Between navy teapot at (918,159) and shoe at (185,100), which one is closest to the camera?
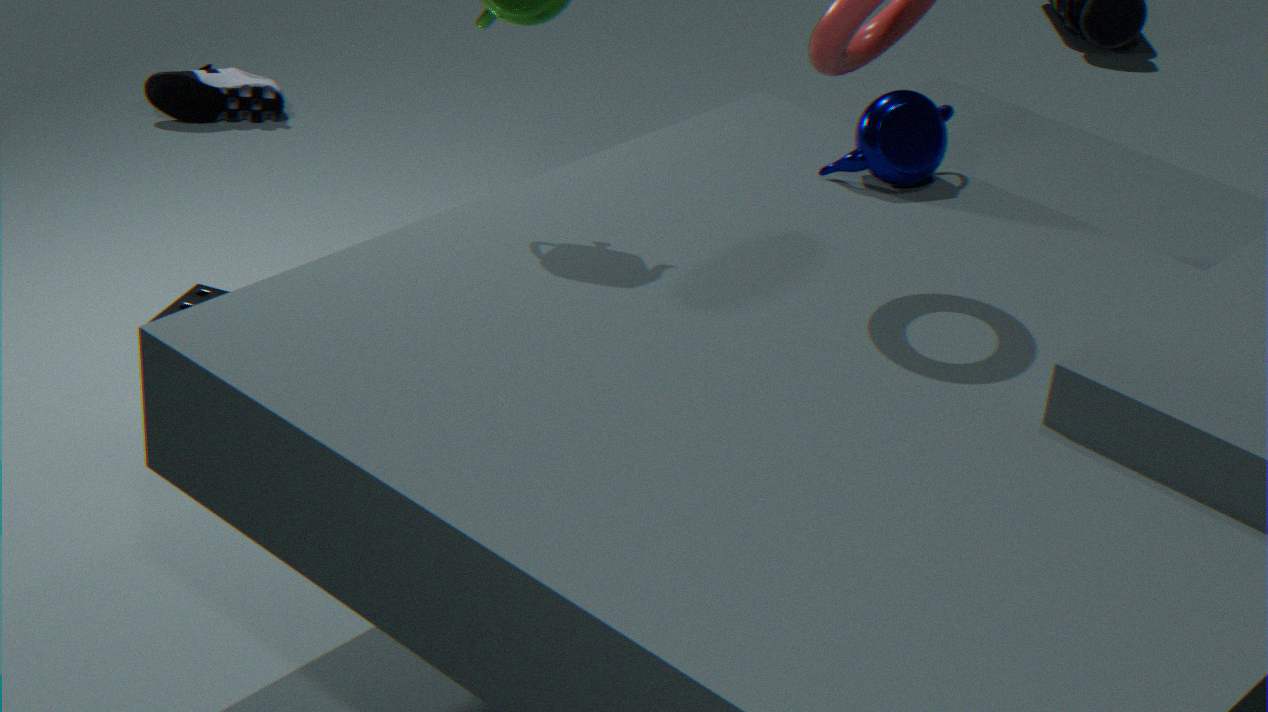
navy teapot at (918,159)
